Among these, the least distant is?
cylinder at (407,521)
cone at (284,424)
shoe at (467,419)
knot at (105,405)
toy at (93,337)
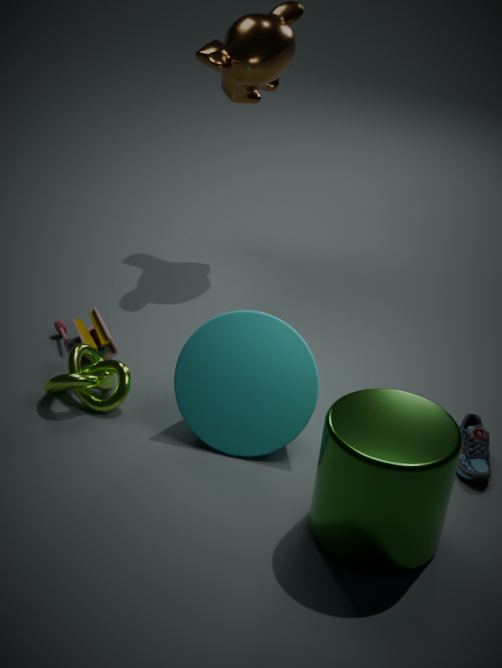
cylinder at (407,521)
